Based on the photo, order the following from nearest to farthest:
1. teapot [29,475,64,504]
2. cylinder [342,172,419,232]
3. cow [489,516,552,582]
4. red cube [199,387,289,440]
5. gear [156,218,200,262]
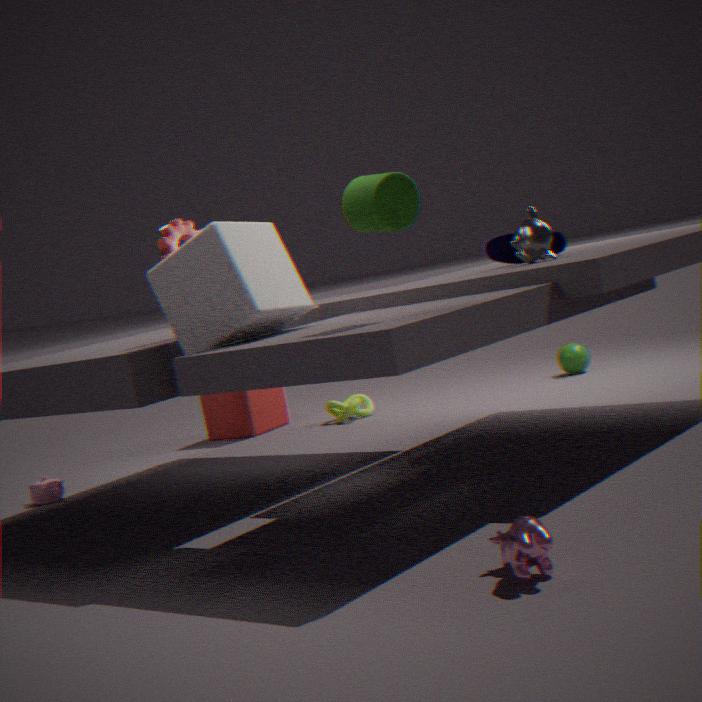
cow [489,516,552,582], cylinder [342,172,419,232], gear [156,218,200,262], teapot [29,475,64,504], red cube [199,387,289,440]
